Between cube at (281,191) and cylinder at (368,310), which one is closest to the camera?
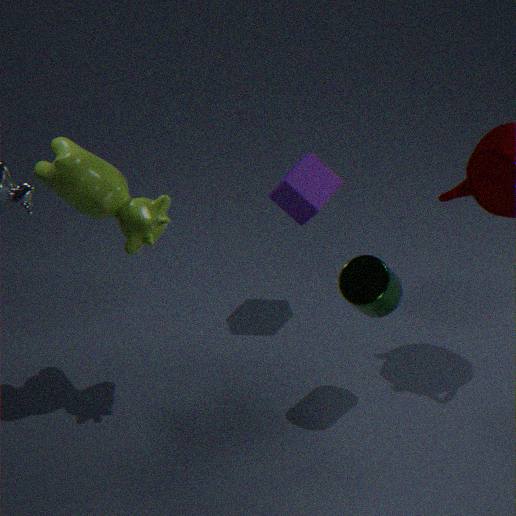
cylinder at (368,310)
